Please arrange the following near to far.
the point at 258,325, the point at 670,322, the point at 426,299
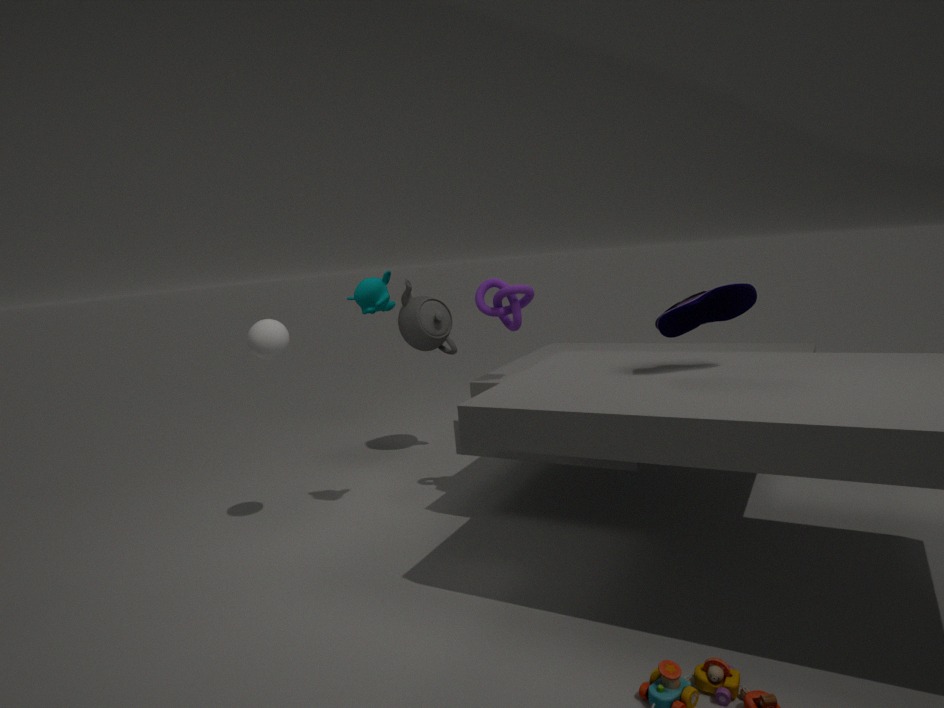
the point at 670,322 < the point at 258,325 < the point at 426,299
